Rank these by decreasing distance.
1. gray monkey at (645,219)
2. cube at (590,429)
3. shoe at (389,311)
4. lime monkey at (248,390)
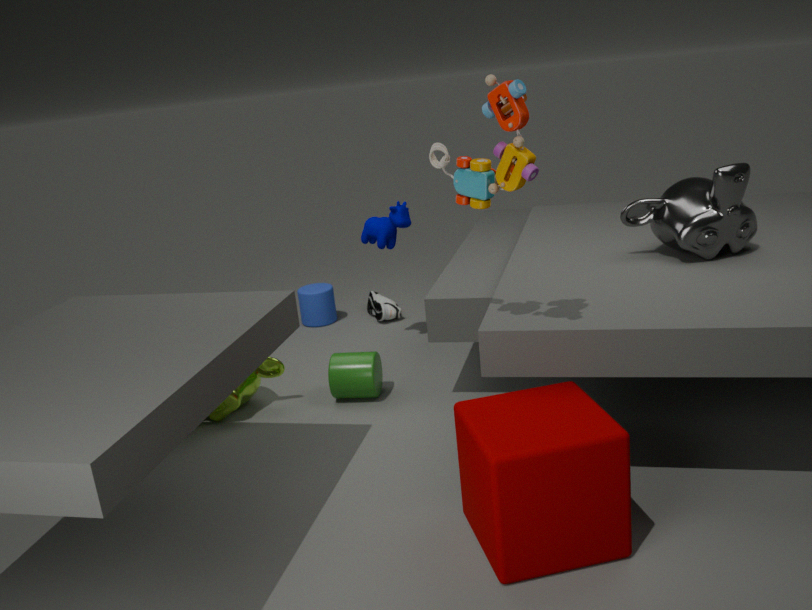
shoe at (389,311)
lime monkey at (248,390)
gray monkey at (645,219)
cube at (590,429)
